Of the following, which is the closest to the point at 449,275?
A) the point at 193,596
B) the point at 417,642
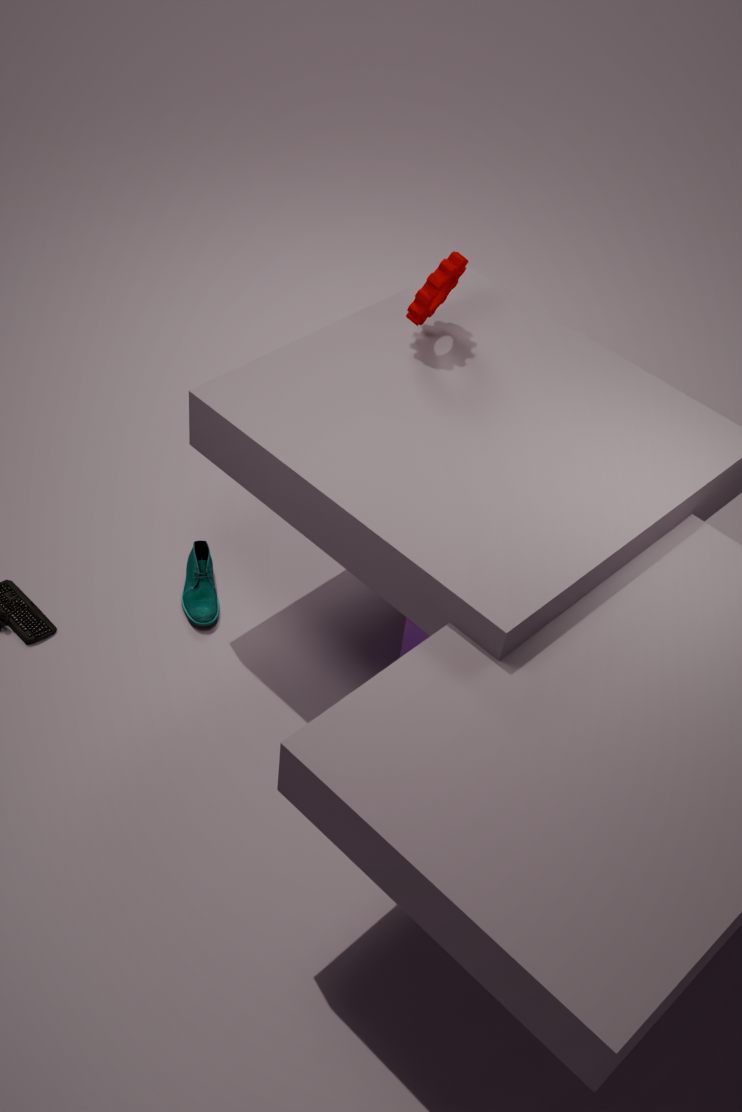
the point at 417,642
